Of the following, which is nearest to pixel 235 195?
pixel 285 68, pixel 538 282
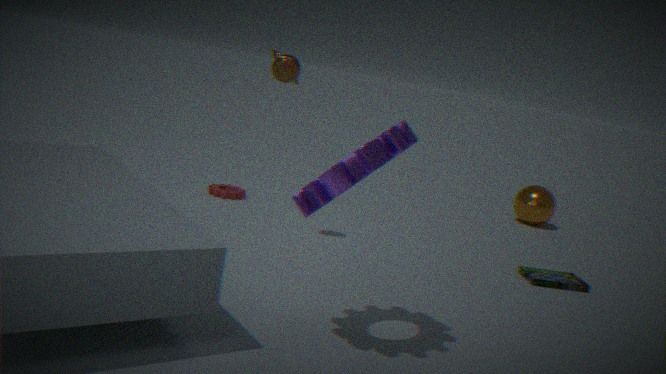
pixel 285 68
